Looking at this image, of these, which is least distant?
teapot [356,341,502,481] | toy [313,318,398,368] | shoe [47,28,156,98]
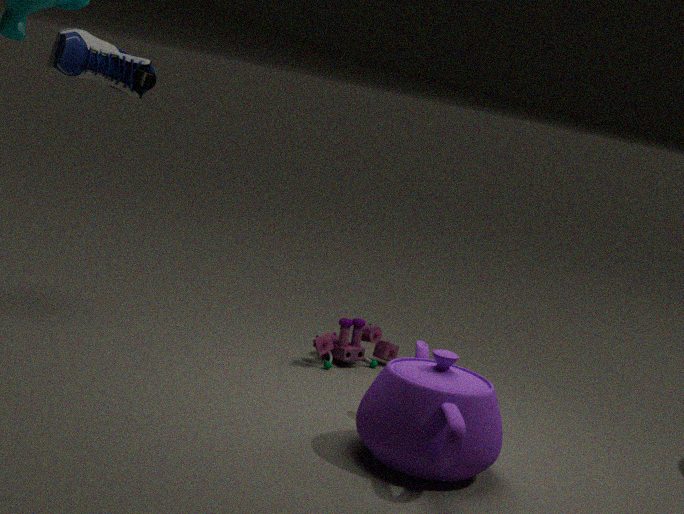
teapot [356,341,502,481]
